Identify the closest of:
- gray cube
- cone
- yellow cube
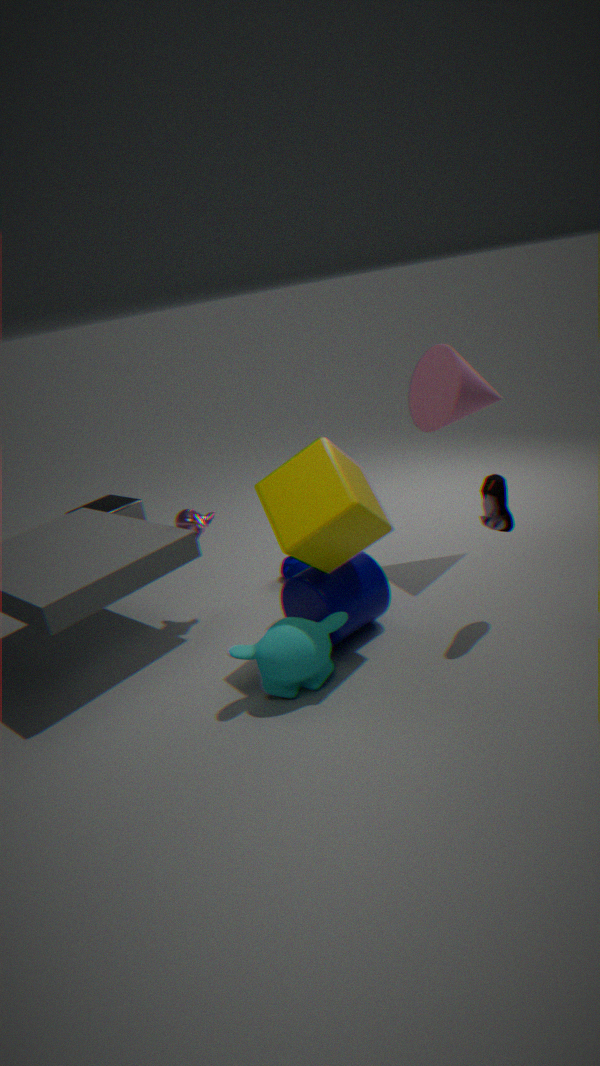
yellow cube
